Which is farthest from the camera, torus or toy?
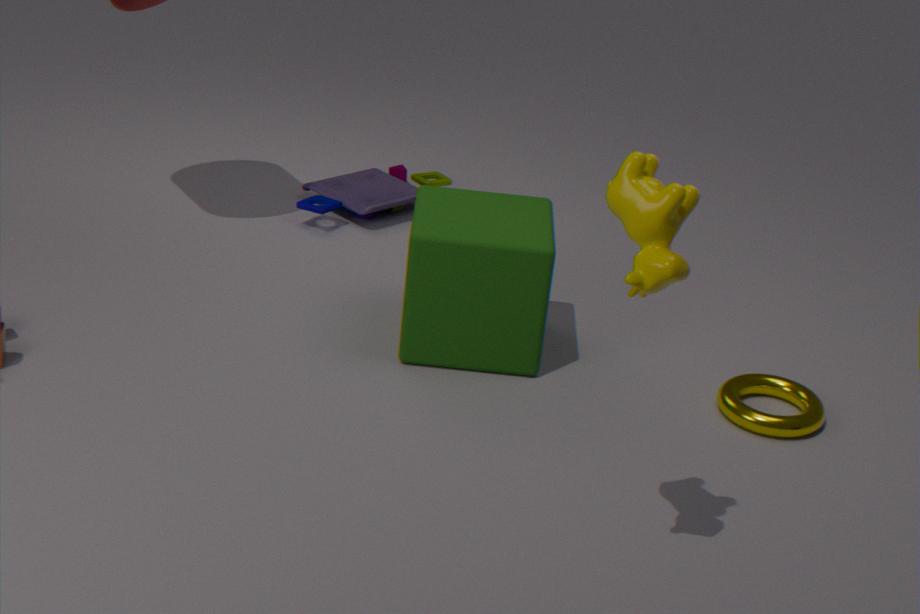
toy
